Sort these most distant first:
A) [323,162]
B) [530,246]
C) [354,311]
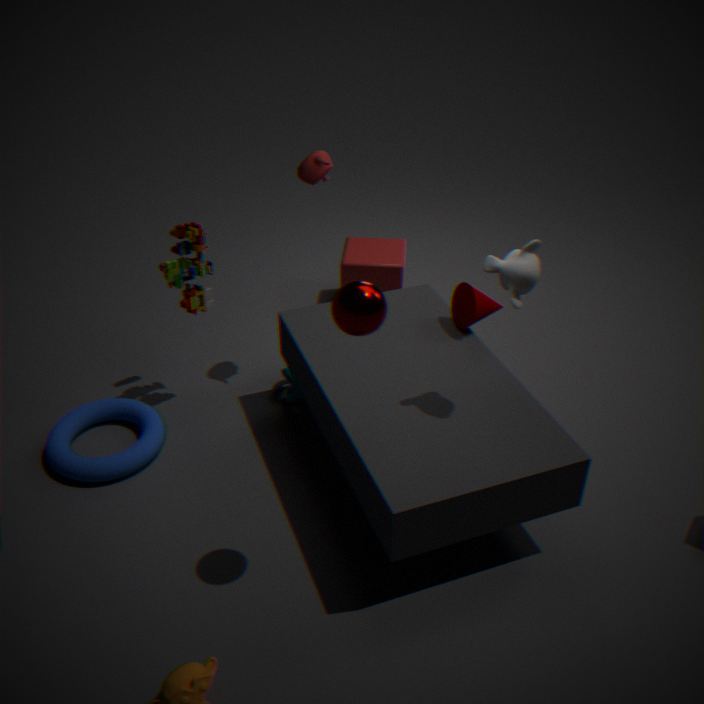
[323,162] < [530,246] < [354,311]
